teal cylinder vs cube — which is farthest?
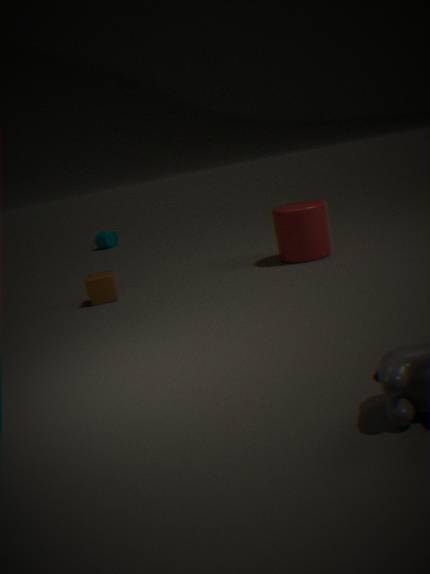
teal cylinder
